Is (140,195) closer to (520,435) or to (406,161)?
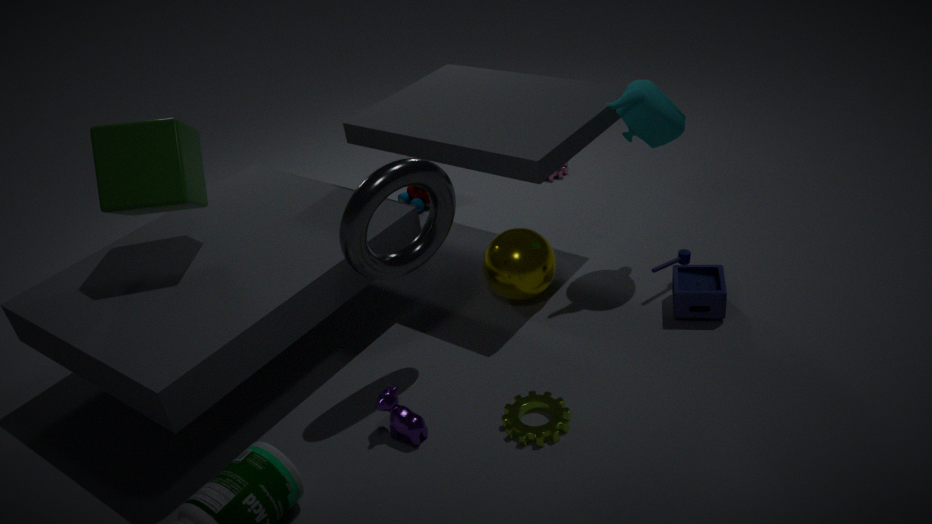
(406,161)
